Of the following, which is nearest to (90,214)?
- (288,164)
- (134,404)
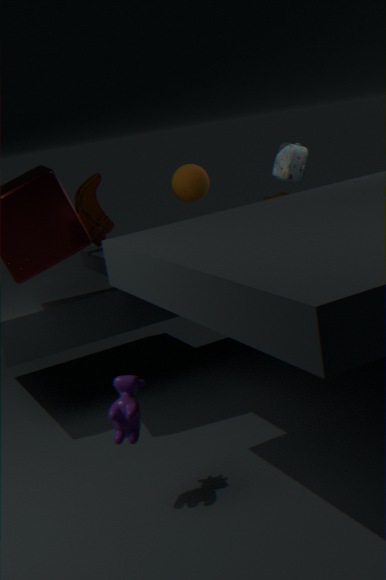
(288,164)
